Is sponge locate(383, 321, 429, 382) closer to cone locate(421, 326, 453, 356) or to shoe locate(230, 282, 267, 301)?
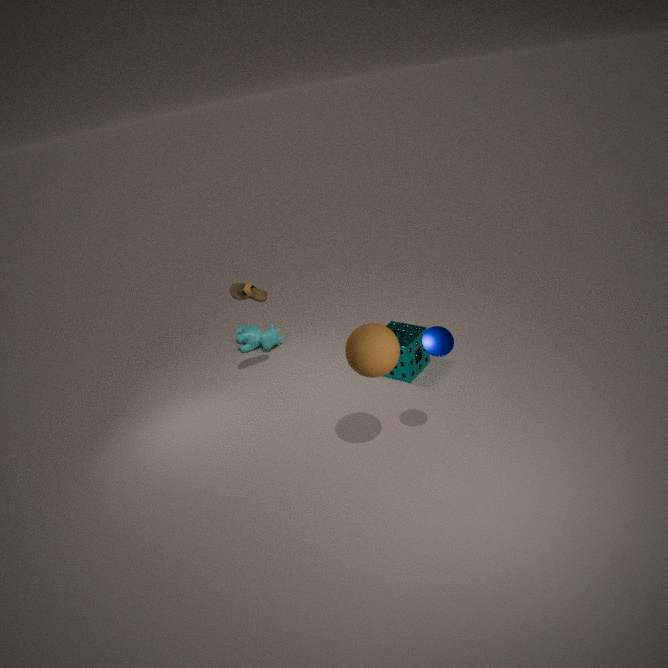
cone locate(421, 326, 453, 356)
